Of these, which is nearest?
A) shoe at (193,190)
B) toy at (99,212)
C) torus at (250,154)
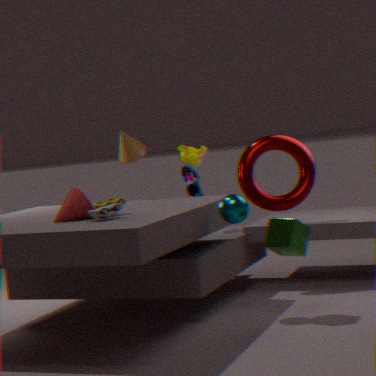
toy at (99,212)
